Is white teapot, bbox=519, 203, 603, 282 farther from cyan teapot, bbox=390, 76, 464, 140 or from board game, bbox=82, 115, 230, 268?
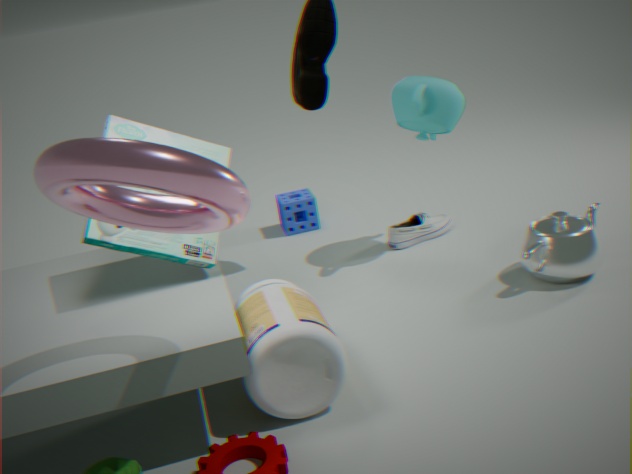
board game, bbox=82, 115, 230, 268
